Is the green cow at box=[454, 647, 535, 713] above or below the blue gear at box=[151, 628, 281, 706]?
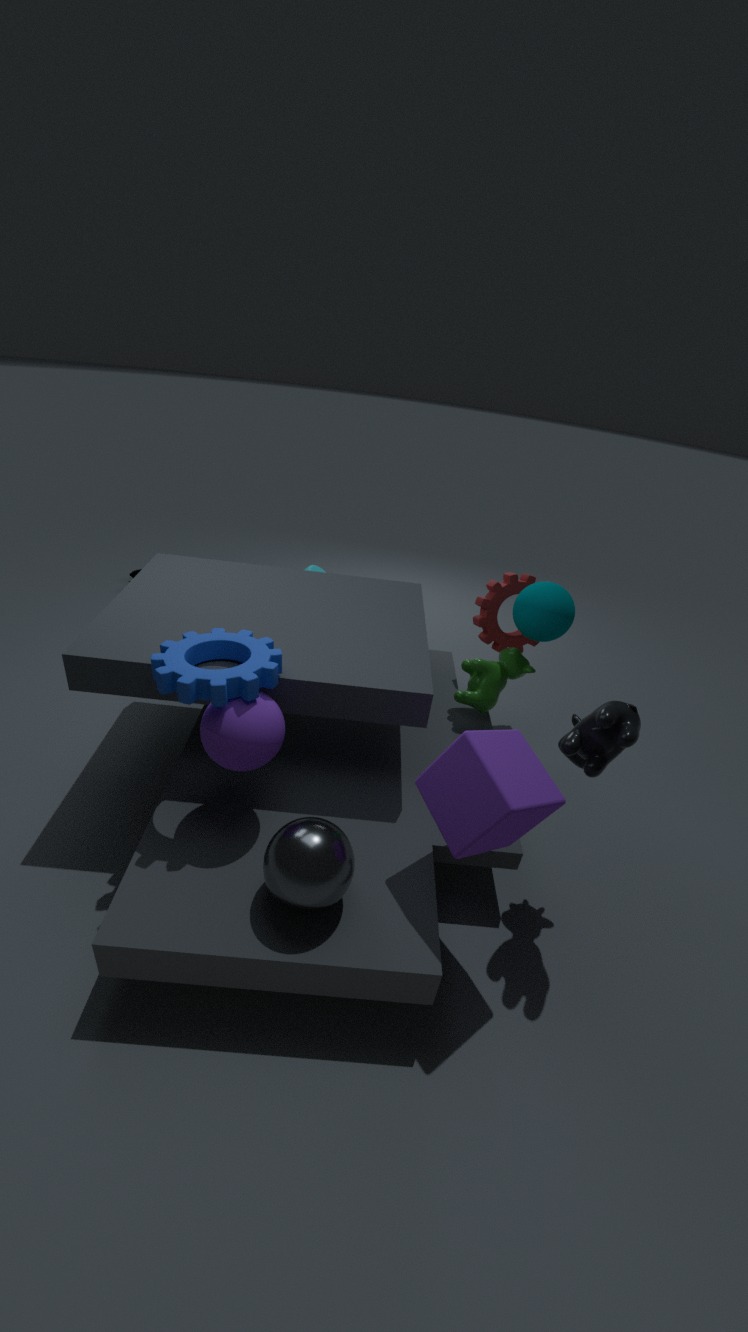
below
